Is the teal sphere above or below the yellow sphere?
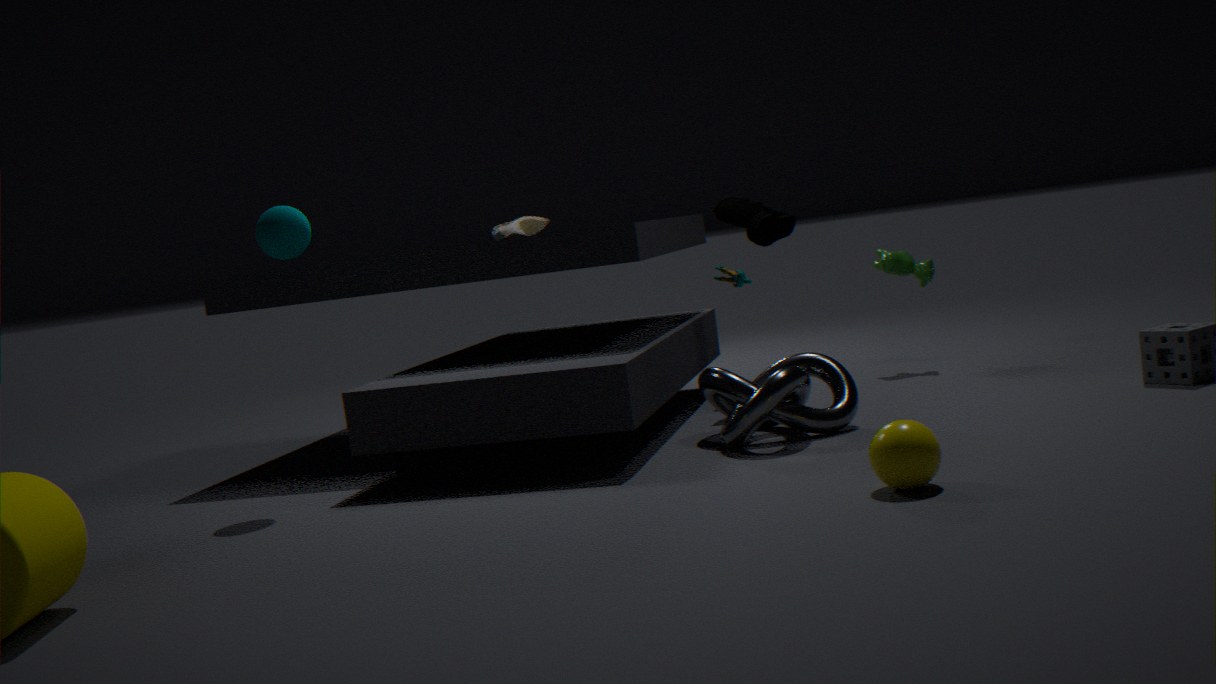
above
